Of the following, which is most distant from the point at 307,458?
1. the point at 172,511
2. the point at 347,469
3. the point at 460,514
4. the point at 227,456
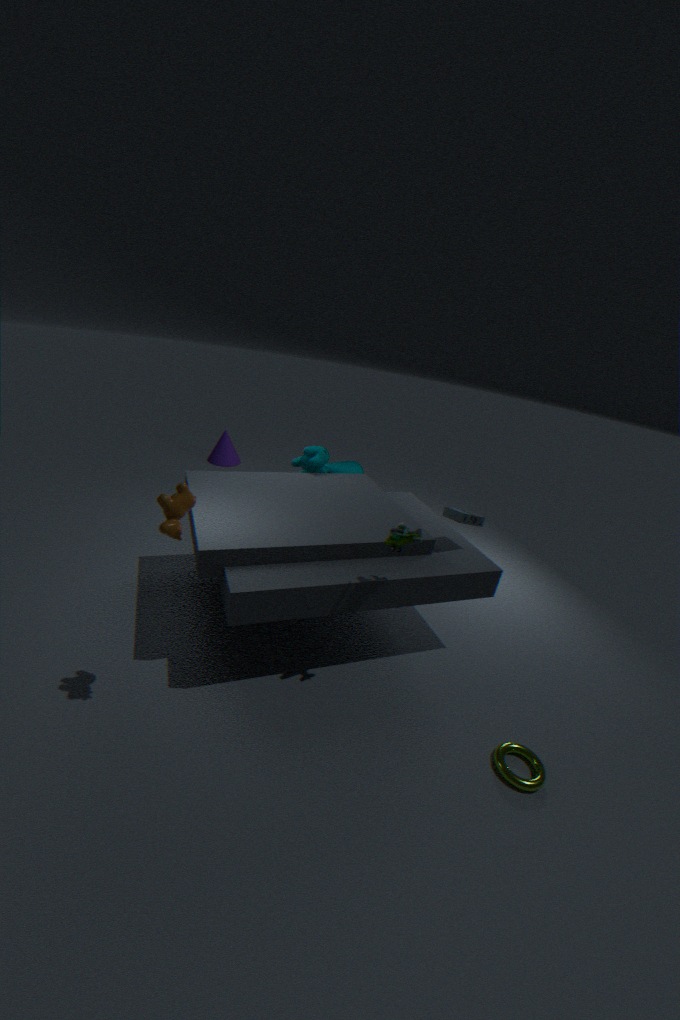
the point at 227,456
